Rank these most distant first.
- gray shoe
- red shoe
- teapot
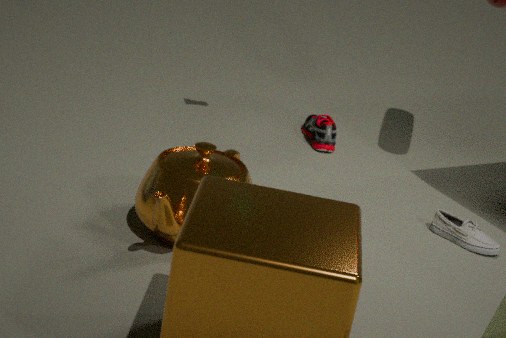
red shoe < gray shoe < teapot
